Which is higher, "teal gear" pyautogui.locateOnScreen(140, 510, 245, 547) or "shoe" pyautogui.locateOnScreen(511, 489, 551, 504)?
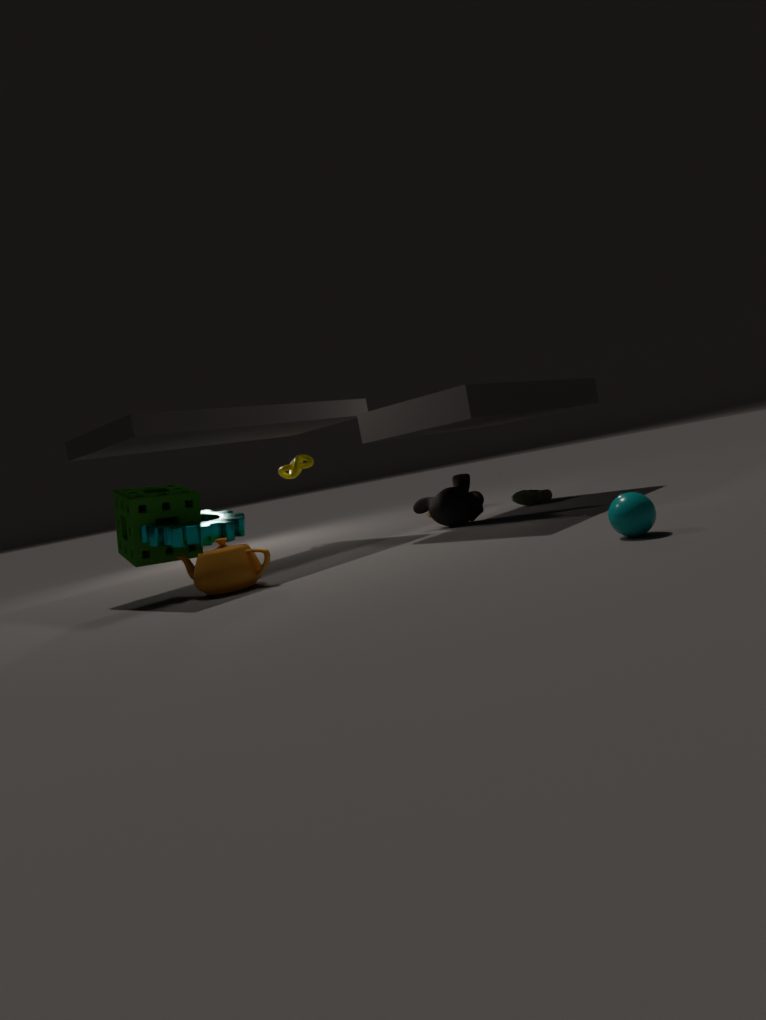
"teal gear" pyautogui.locateOnScreen(140, 510, 245, 547)
